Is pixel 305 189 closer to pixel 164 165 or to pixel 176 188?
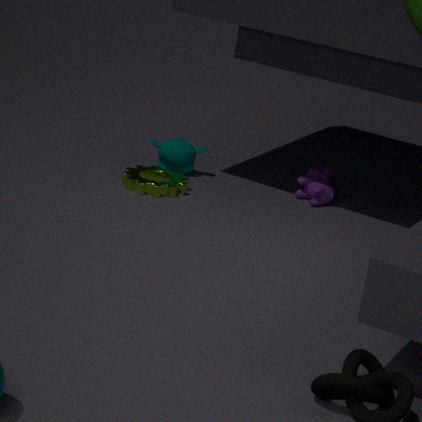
pixel 164 165
